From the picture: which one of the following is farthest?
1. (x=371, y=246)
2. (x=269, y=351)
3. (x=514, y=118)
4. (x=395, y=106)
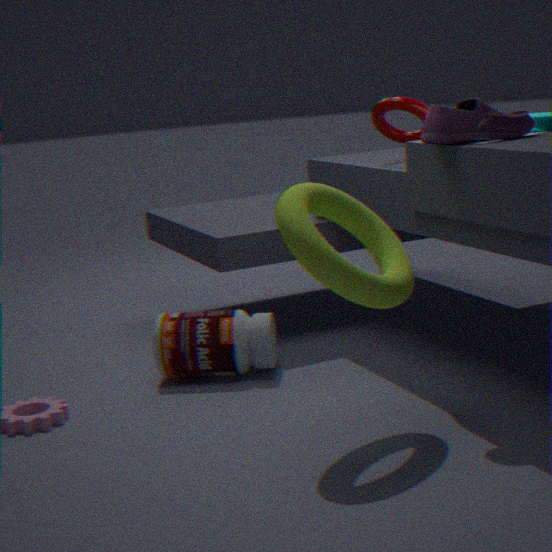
(x=269, y=351)
